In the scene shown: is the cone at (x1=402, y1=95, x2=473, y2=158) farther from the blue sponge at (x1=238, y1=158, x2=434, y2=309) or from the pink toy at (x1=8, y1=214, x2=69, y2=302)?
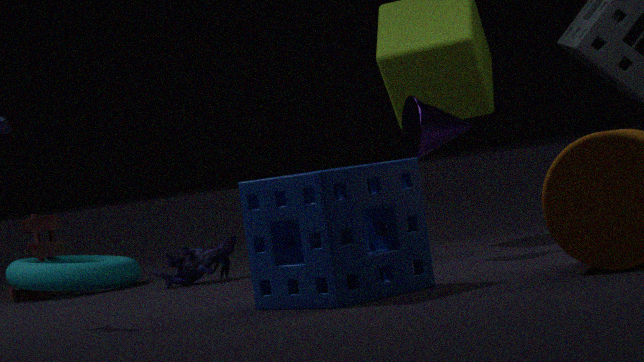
the pink toy at (x1=8, y1=214, x2=69, y2=302)
